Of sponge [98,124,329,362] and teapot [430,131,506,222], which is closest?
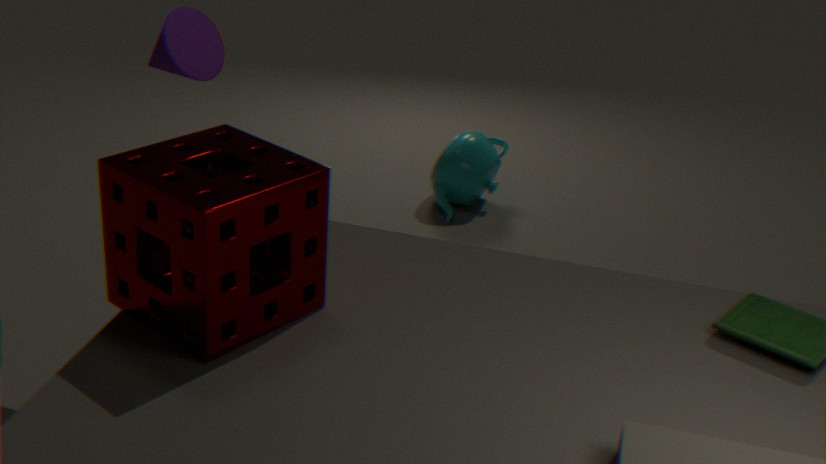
sponge [98,124,329,362]
